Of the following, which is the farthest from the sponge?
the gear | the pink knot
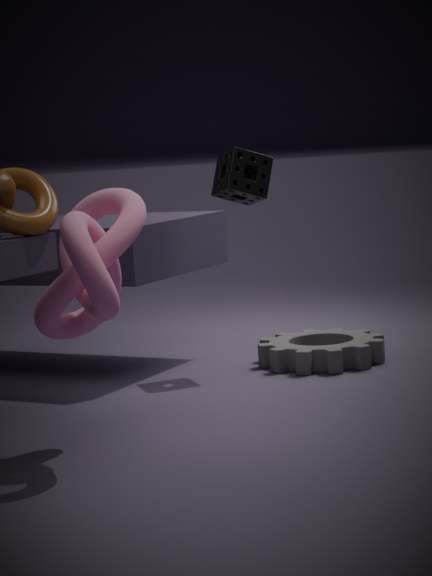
the pink knot
